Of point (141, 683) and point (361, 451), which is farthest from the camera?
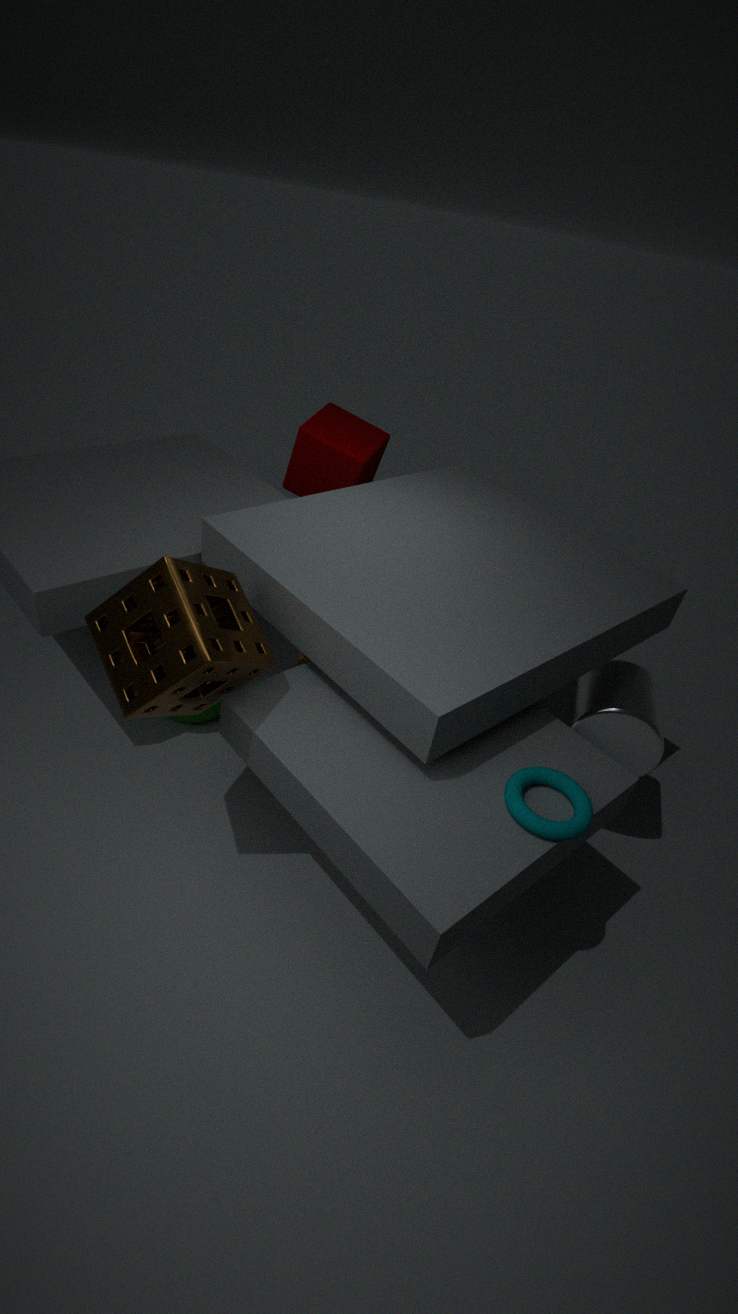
point (361, 451)
